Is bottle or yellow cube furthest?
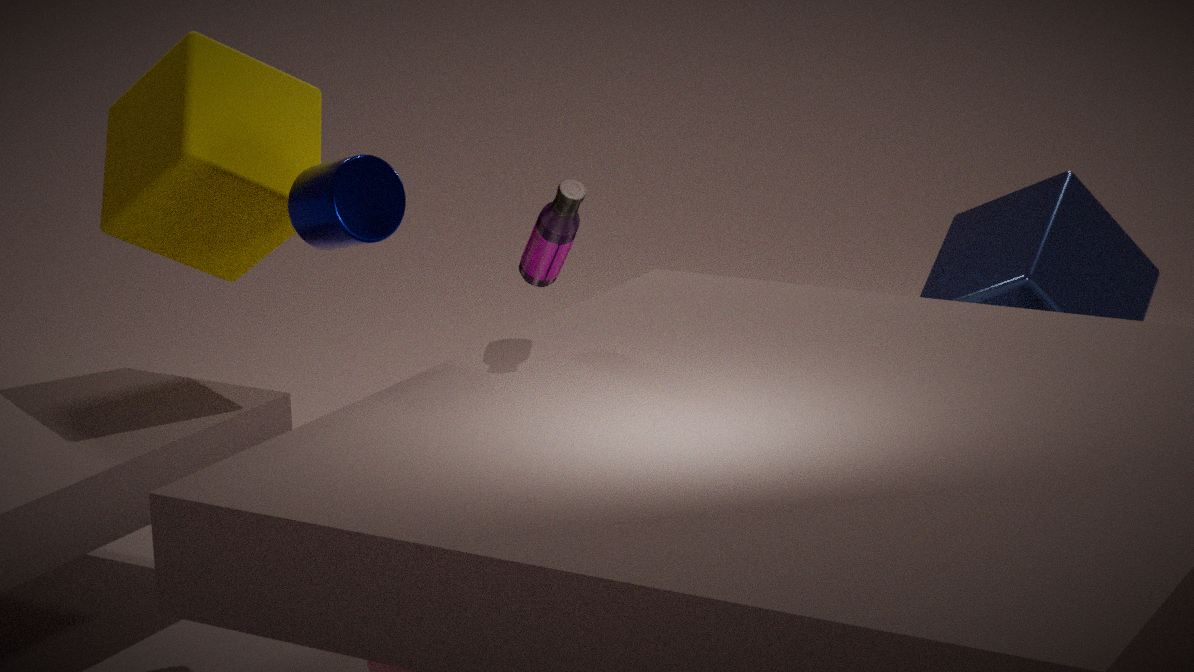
yellow cube
